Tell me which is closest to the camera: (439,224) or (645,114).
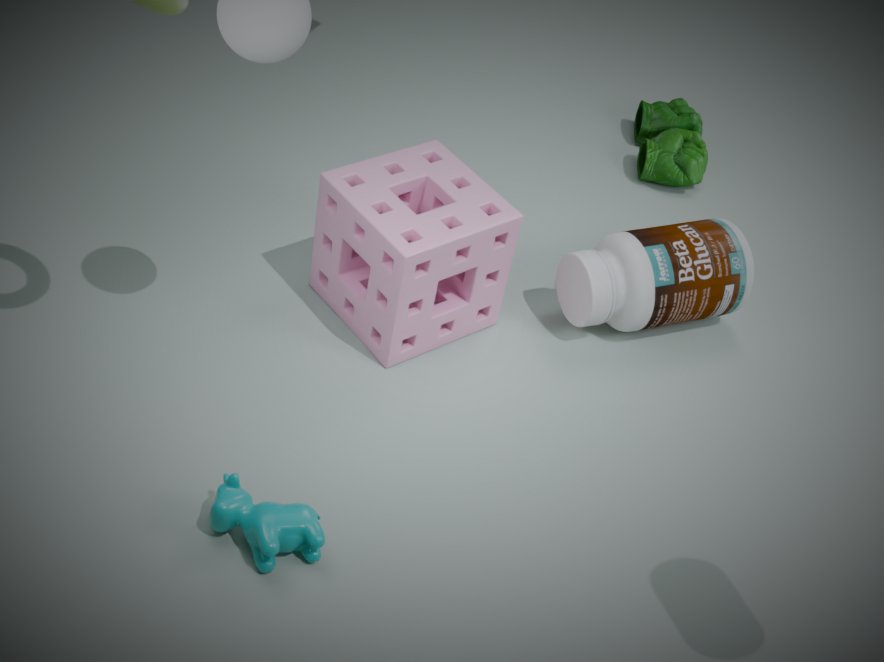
(439,224)
